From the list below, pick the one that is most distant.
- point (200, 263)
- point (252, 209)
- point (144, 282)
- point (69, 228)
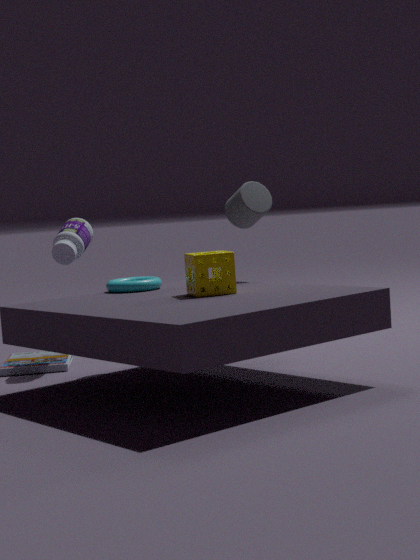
point (69, 228)
